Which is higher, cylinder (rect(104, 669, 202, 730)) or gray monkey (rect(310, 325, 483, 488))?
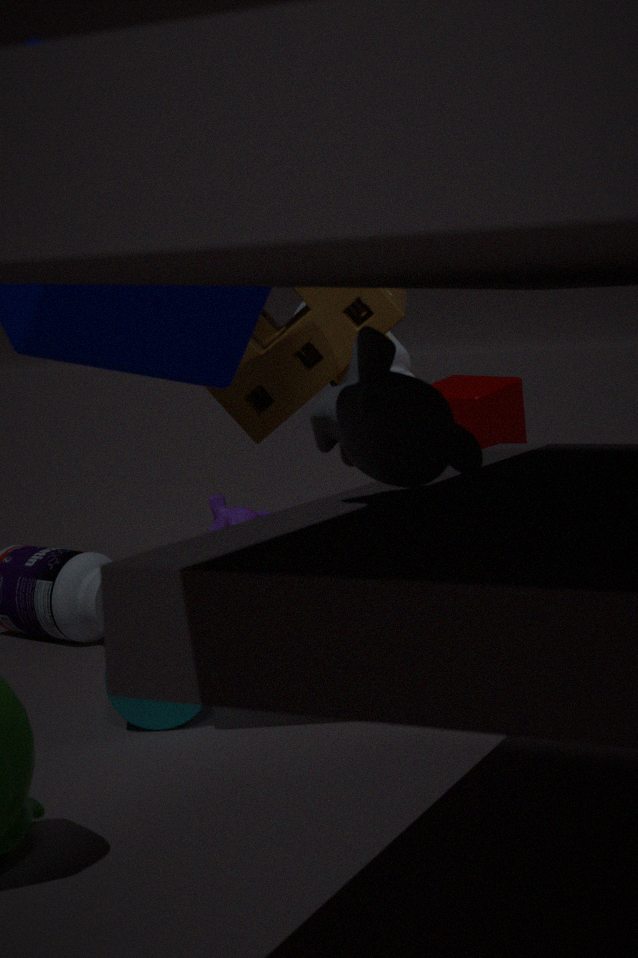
gray monkey (rect(310, 325, 483, 488))
